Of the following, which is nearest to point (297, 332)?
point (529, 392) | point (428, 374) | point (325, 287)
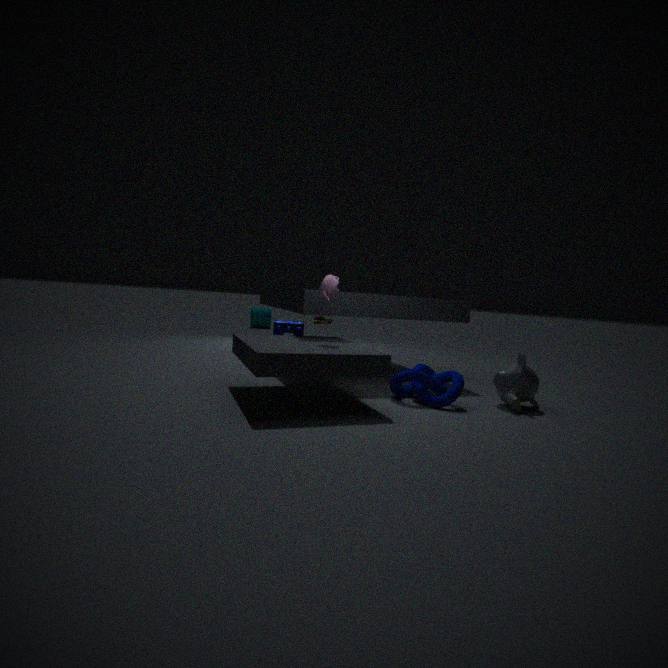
point (325, 287)
